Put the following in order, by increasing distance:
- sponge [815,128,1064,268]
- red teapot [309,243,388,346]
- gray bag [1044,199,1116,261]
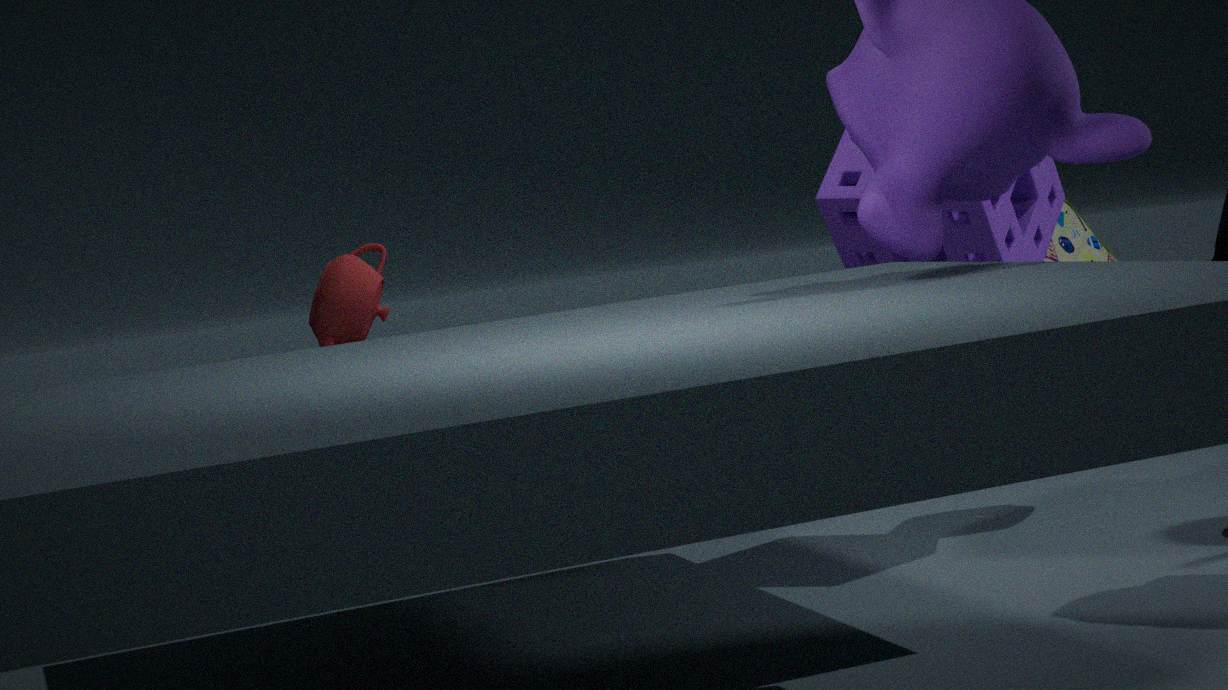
red teapot [309,243,388,346] → sponge [815,128,1064,268] → gray bag [1044,199,1116,261]
